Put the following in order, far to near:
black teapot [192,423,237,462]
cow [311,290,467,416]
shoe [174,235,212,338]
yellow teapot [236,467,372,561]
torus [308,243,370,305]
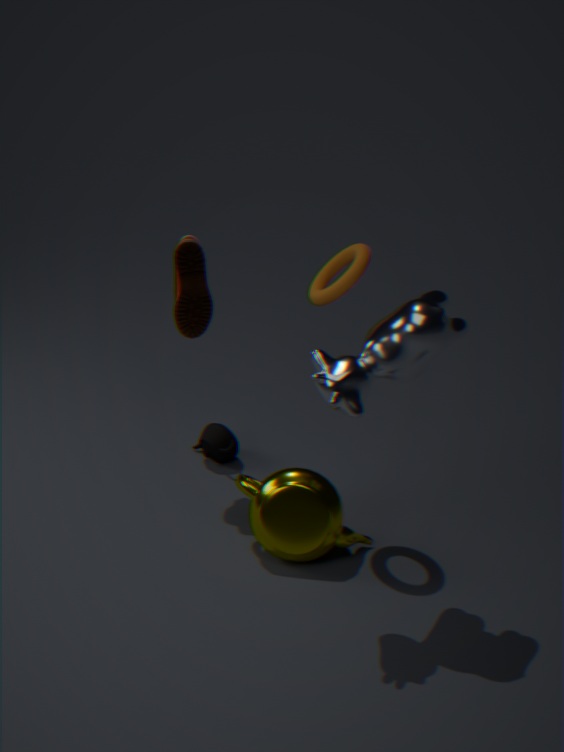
black teapot [192,423,237,462]
shoe [174,235,212,338]
yellow teapot [236,467,372,561]
torus [308,243,370,305]
cow [311,290,467,416]
